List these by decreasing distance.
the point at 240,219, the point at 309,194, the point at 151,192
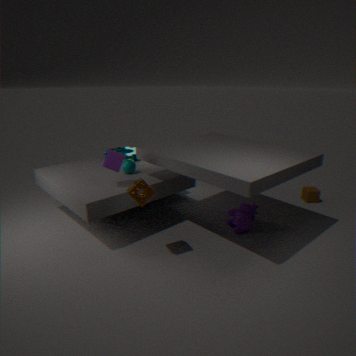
1. the point at 309,194
2. the point at 240,219
3. the point at 151,192
